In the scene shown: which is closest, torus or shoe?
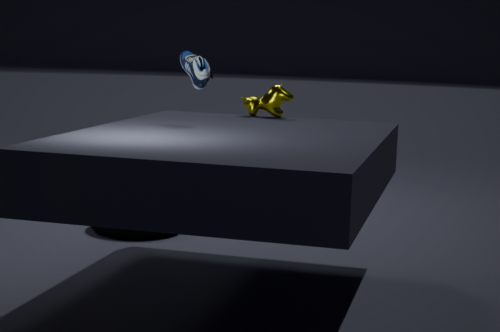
shoe
